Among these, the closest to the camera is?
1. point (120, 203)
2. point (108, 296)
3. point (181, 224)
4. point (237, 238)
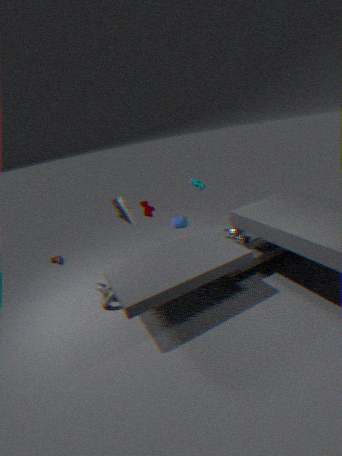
point (108, 296)
